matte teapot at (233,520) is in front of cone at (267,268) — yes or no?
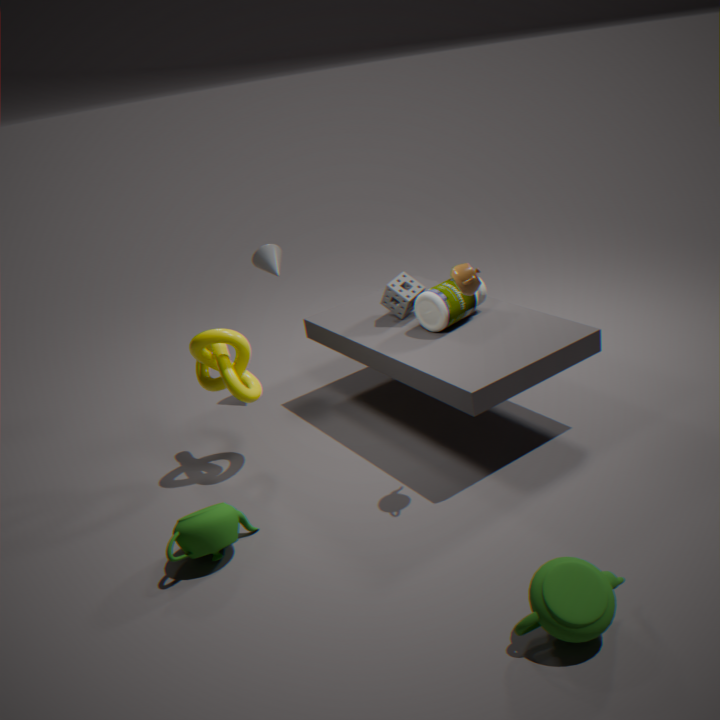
Yes
